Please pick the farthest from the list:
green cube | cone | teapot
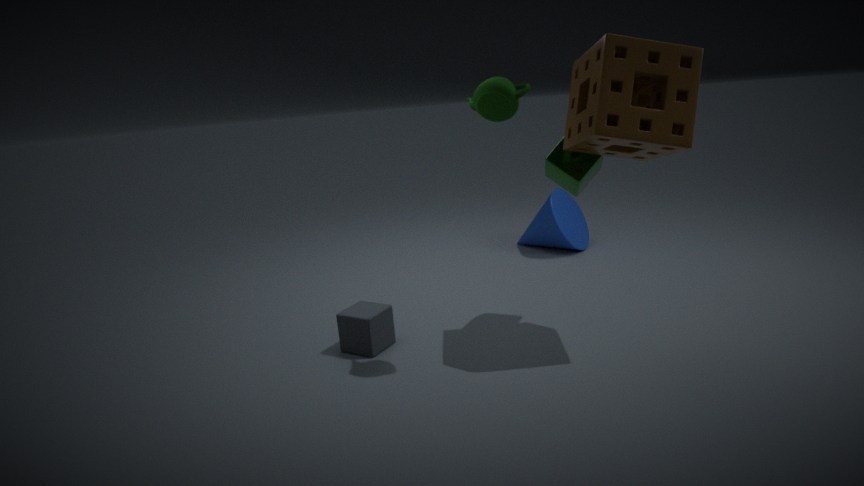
cone
